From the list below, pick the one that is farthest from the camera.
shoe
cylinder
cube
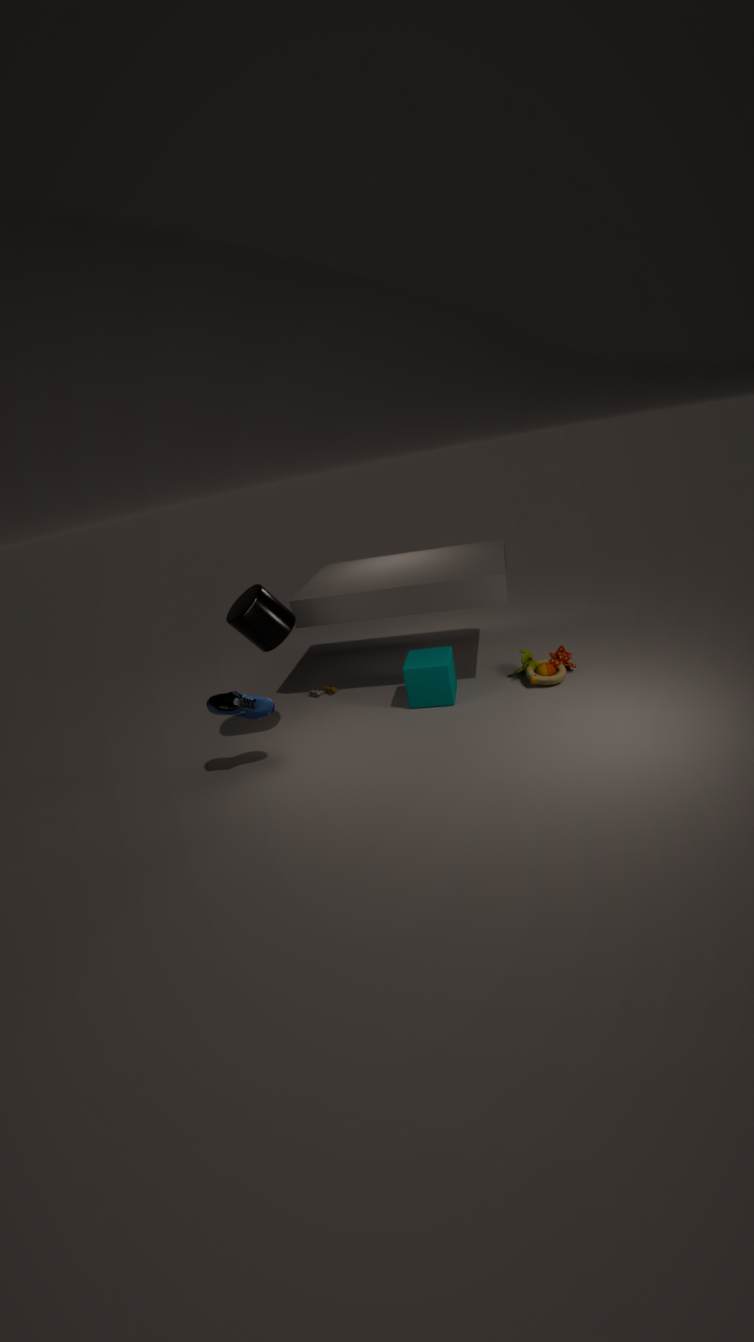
cube
